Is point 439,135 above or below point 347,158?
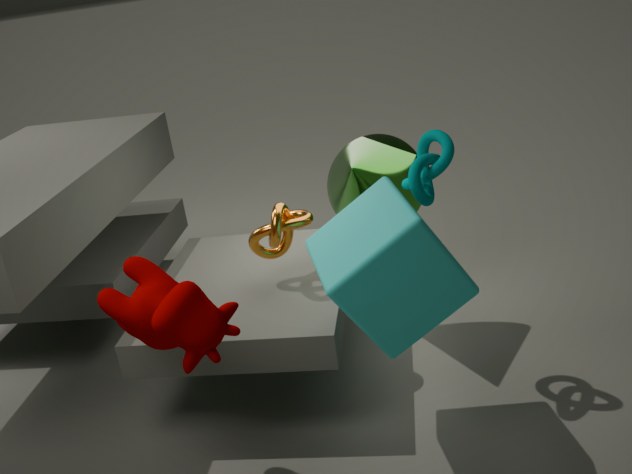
above
